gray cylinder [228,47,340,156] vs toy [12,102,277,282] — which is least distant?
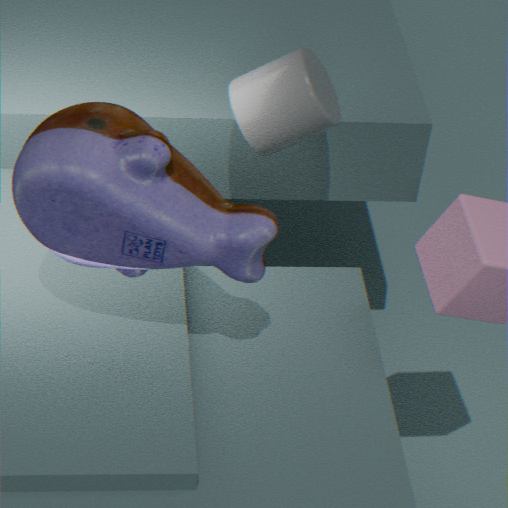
toy [12,102,277,282]
